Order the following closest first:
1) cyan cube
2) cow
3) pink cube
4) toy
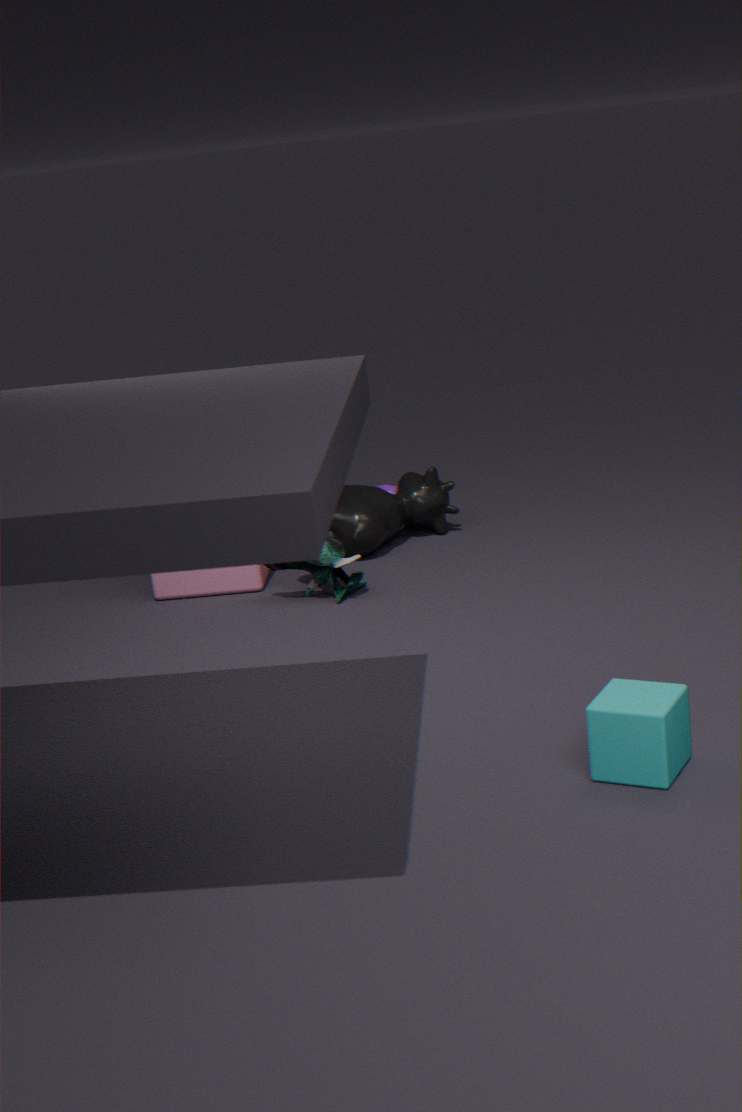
1. cyan cube < 4. toy < 3. pink cube < 2. cow
